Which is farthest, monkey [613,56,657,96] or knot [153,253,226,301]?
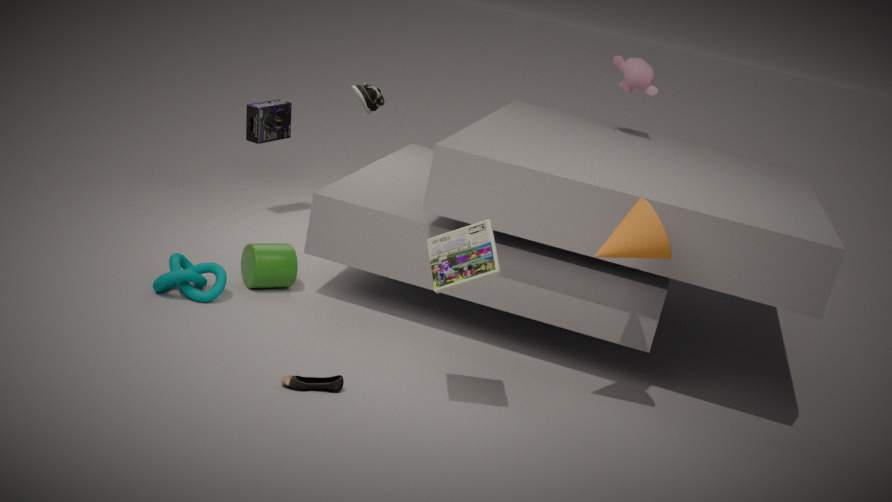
monkey [613,56,657,96]
